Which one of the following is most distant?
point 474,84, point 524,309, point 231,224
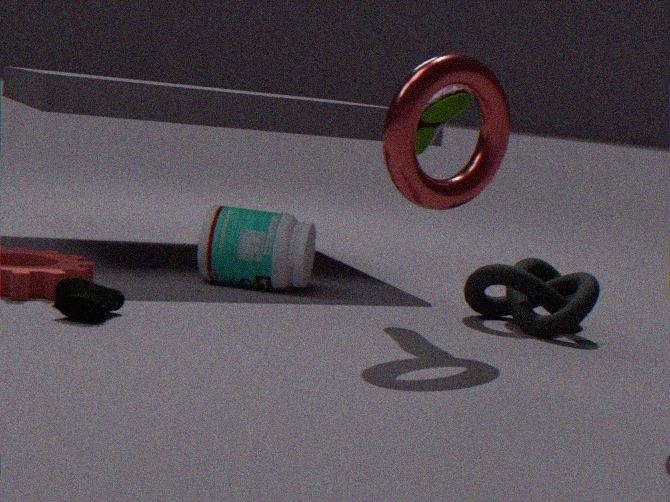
point 231,224
